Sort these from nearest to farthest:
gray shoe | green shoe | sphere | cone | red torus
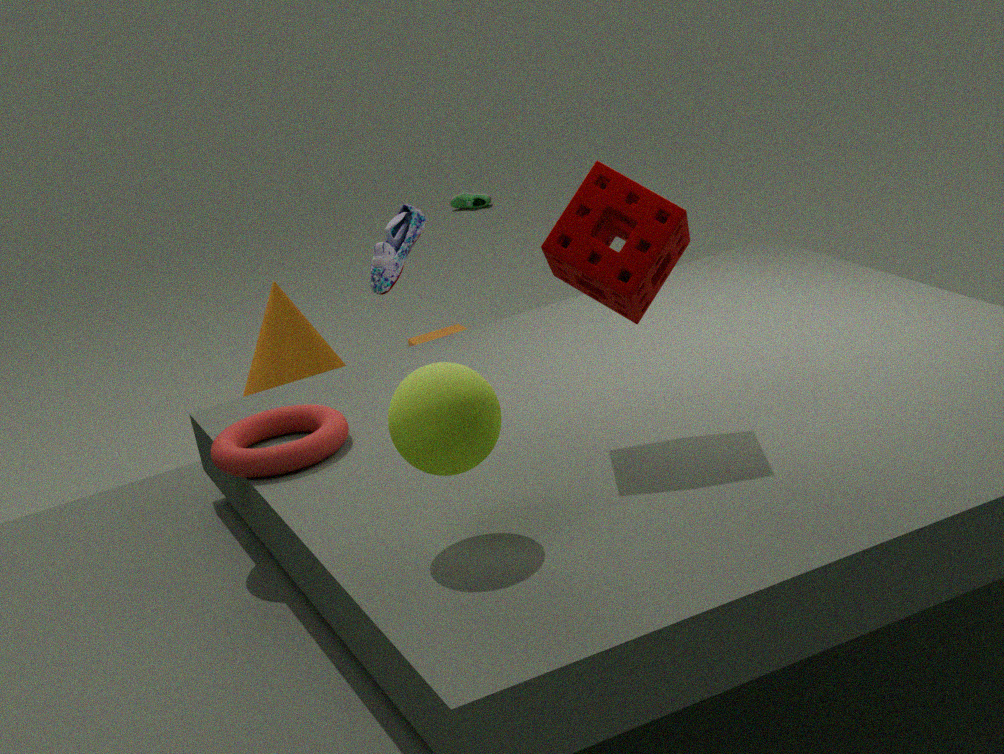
sphere
red torus
gray shoe
cone
green shoe
